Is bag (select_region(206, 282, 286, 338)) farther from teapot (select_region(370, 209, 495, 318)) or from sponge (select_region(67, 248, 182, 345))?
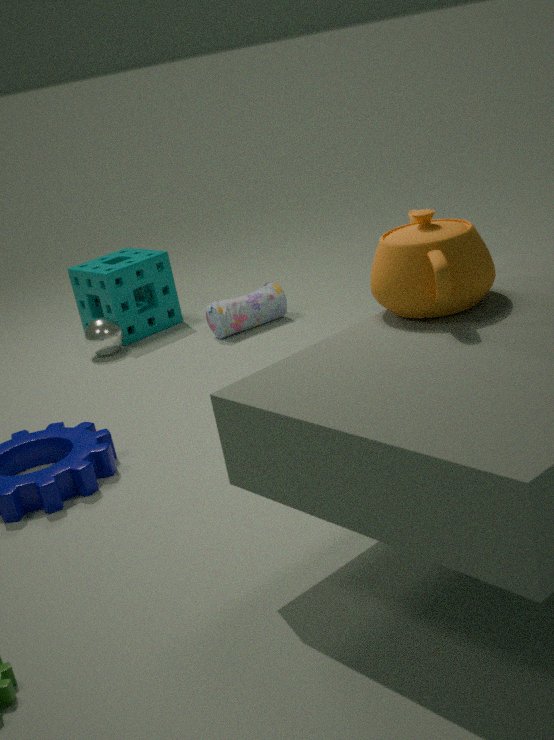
teapot (select_region(370, 209, 495, 318))
